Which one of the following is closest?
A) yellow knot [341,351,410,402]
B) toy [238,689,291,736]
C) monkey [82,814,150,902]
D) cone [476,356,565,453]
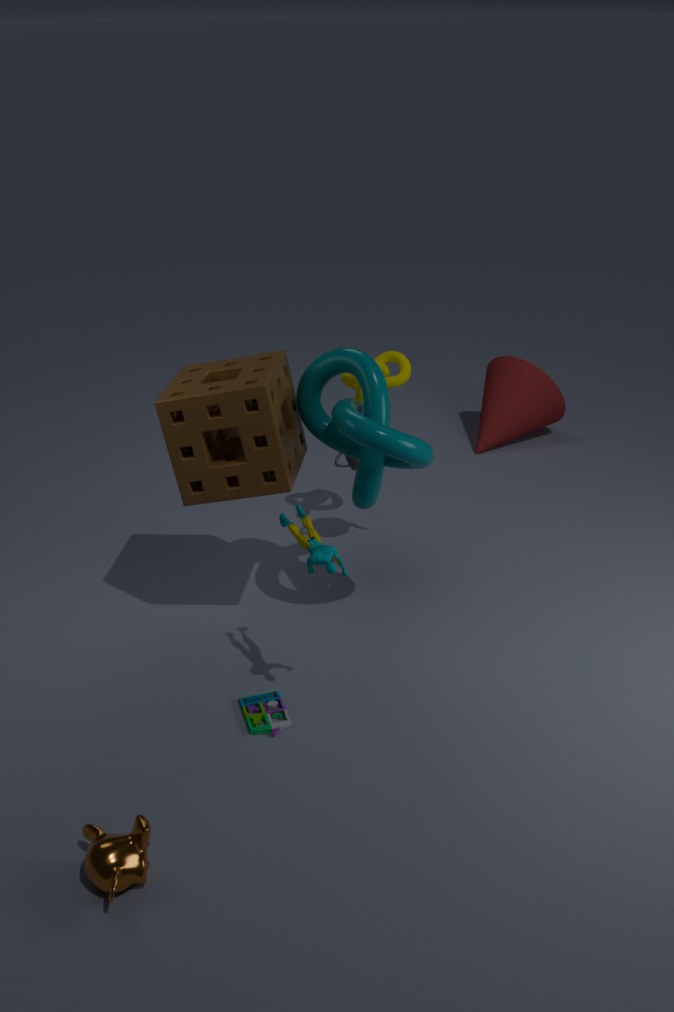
monkey [82,814,150,902]
